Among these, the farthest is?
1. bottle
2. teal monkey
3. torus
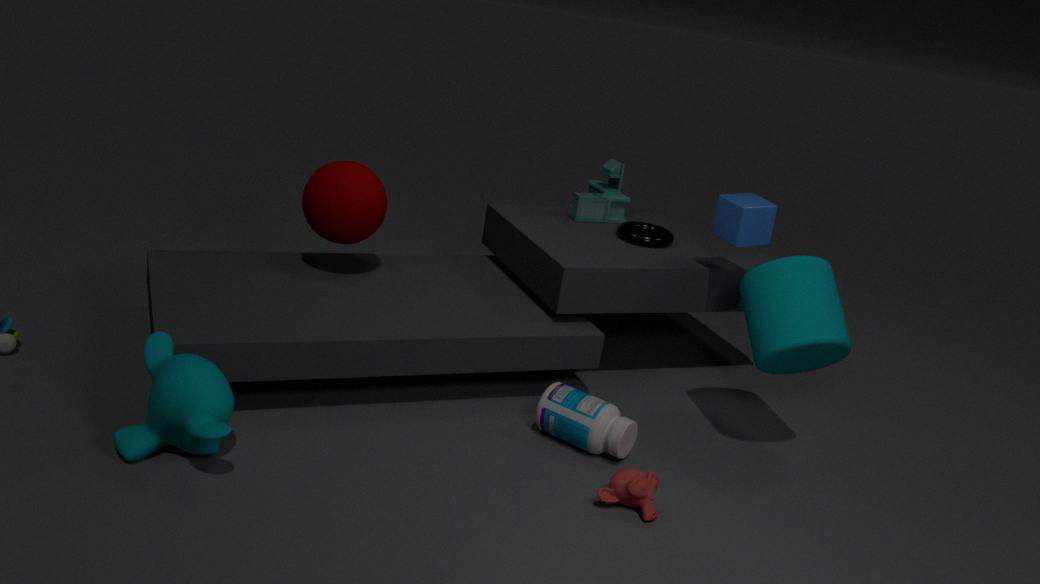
torus
